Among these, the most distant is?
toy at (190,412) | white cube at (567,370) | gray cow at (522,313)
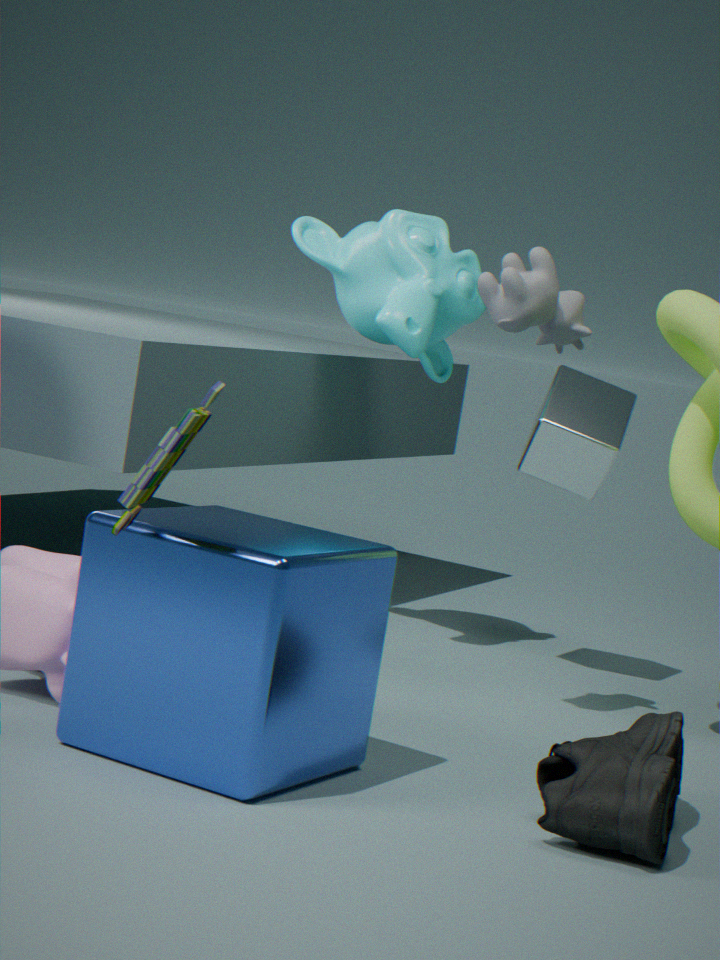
white cube at (567,370)
